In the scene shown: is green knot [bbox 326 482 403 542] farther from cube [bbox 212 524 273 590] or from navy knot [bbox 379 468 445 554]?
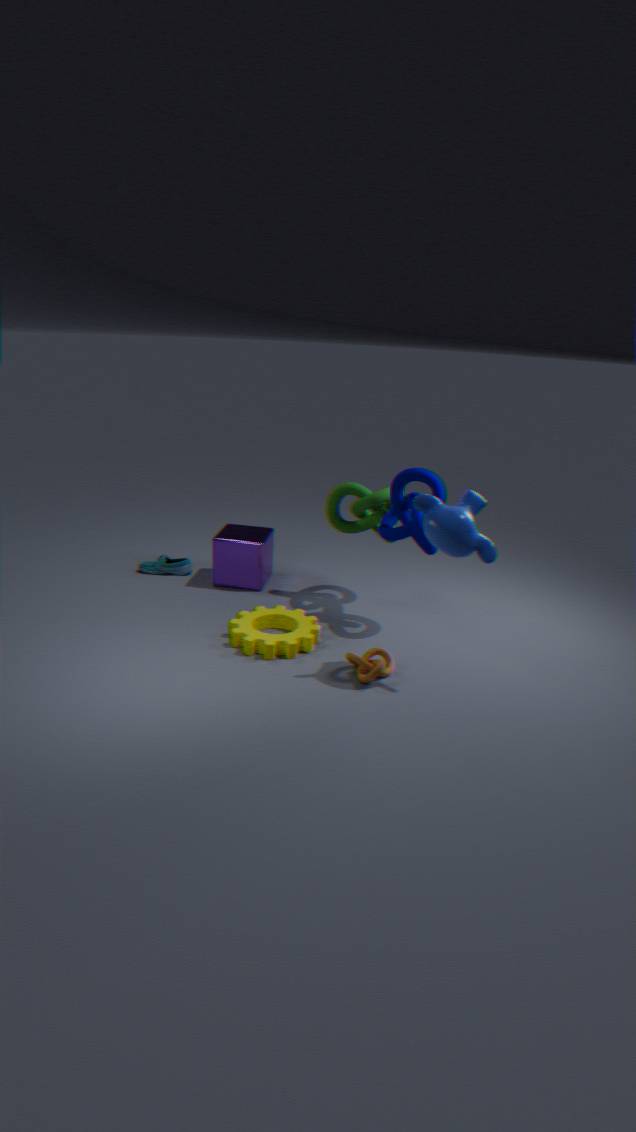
cube [bbox 212 524 273 590]
